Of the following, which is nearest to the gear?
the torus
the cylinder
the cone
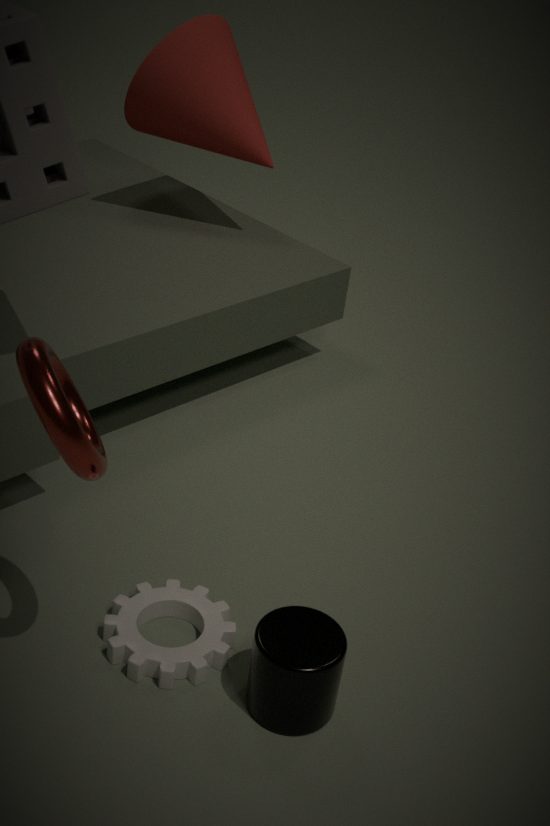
the cylinder
